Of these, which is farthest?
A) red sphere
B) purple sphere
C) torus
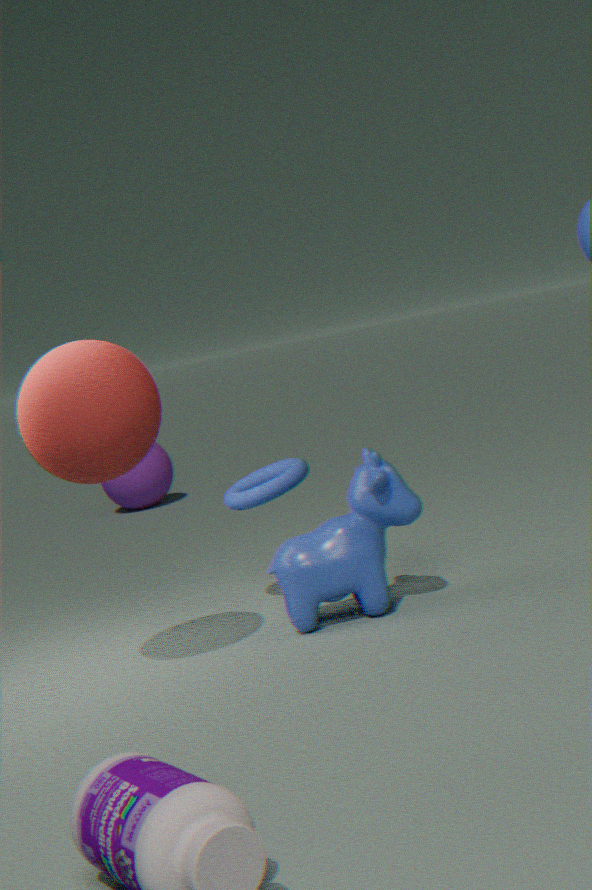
purple sphere
